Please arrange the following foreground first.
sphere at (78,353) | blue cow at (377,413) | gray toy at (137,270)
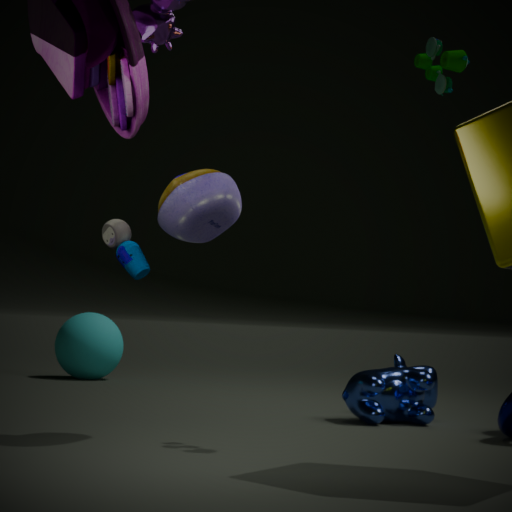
gray toy at (137,270) < blue cow at (377,413) < sphere at (78,353)
